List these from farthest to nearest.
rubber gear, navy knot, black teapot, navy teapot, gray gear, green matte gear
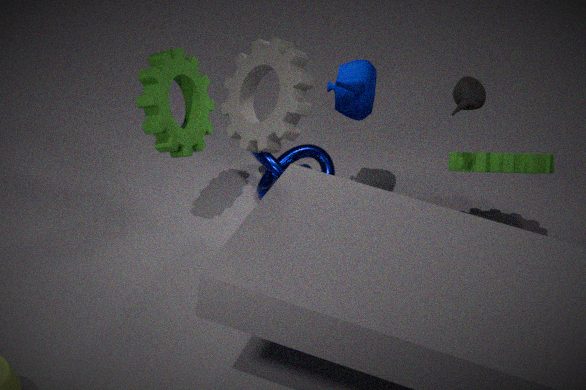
navy knot < navy teapot < green matte gear < rubber gear < black teapot < gray gear
